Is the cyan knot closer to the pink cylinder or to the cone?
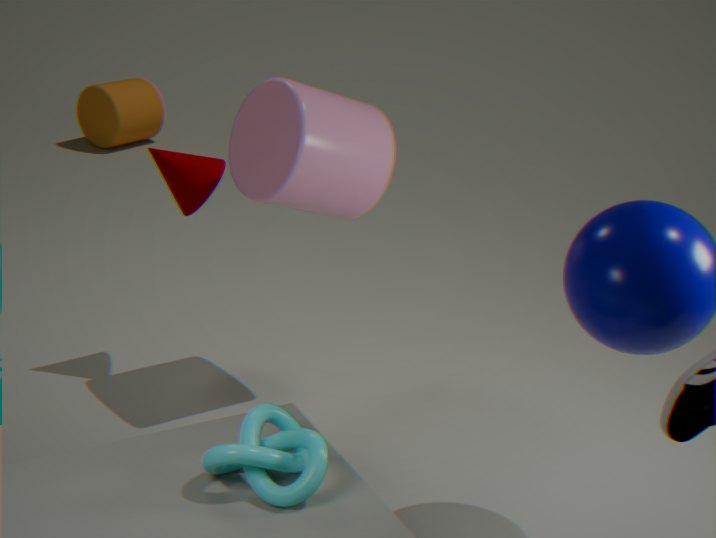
the pink cylinder
